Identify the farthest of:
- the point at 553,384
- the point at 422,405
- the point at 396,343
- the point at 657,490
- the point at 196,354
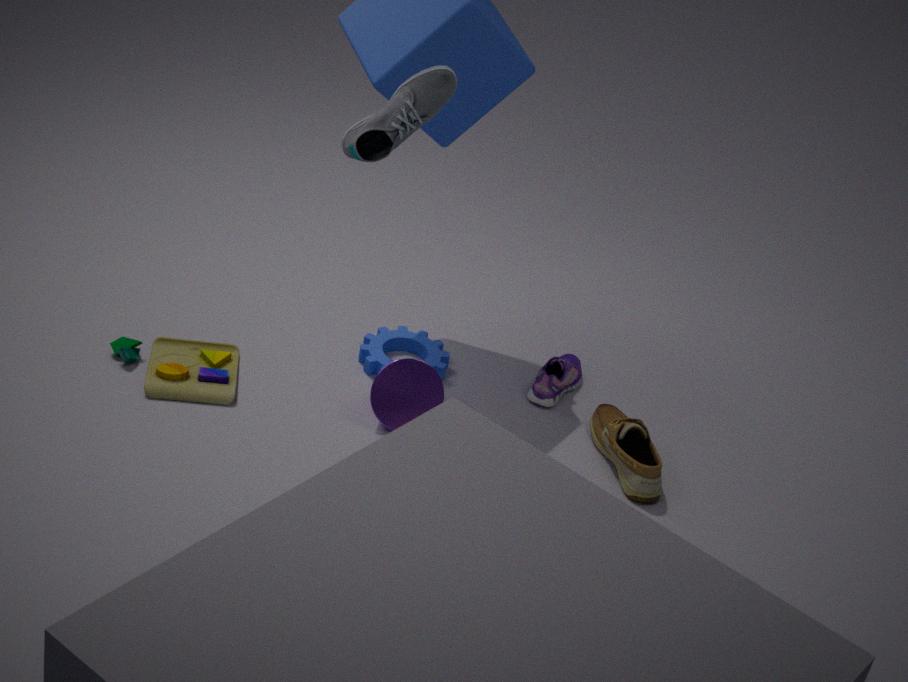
the point at 396,343
